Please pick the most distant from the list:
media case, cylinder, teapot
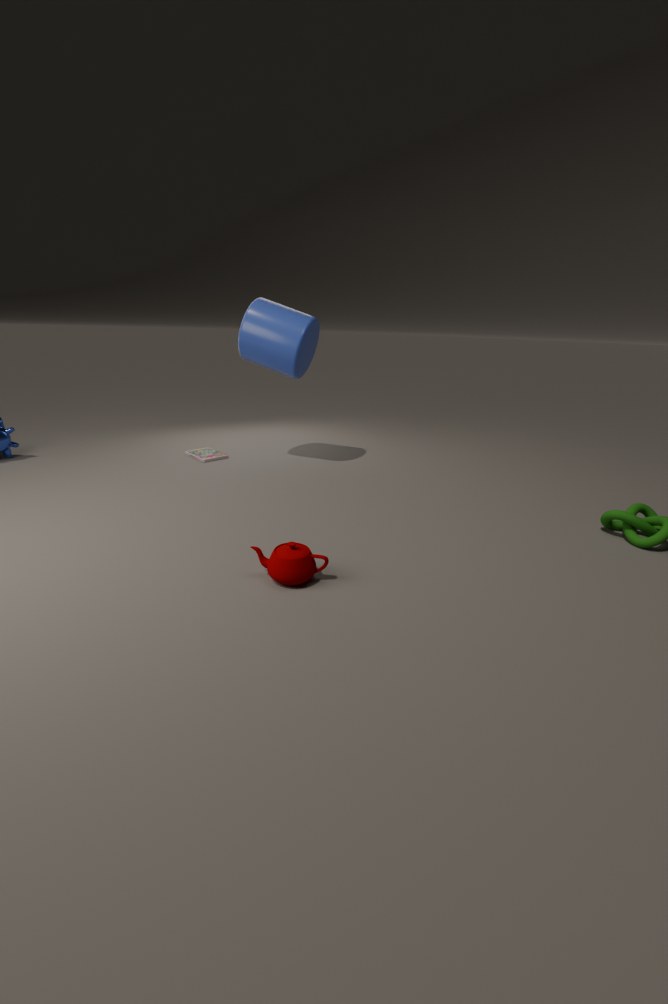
media case
